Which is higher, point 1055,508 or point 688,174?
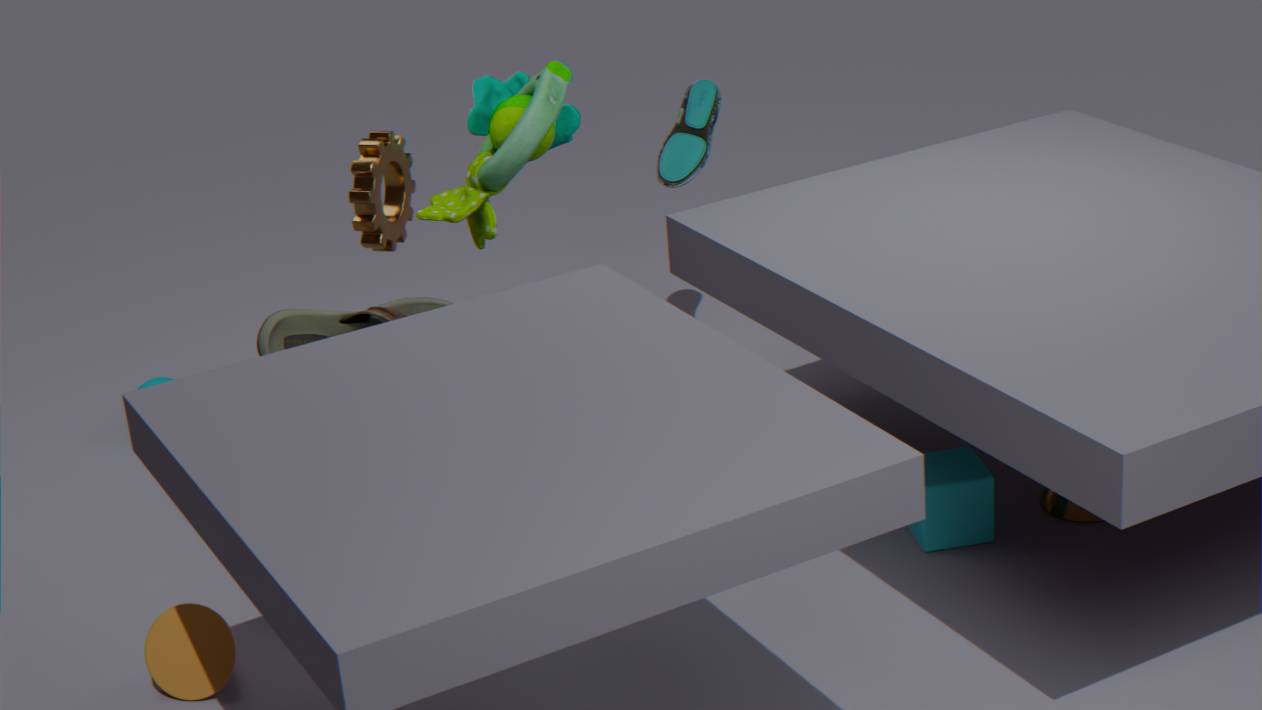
point 688,174
